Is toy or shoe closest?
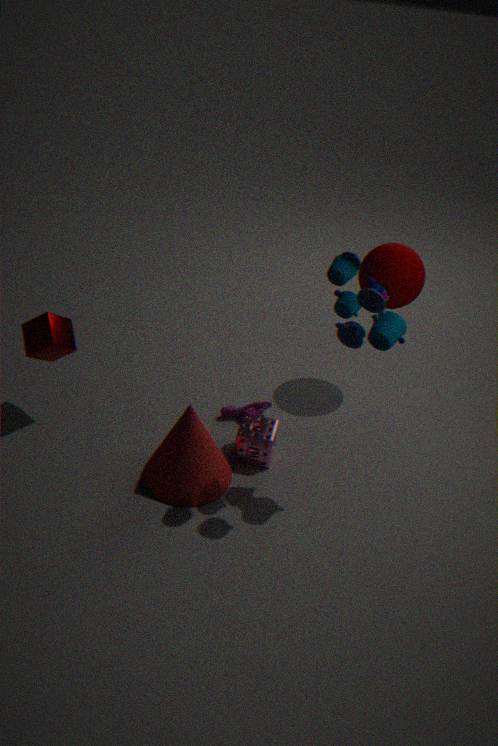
toy
